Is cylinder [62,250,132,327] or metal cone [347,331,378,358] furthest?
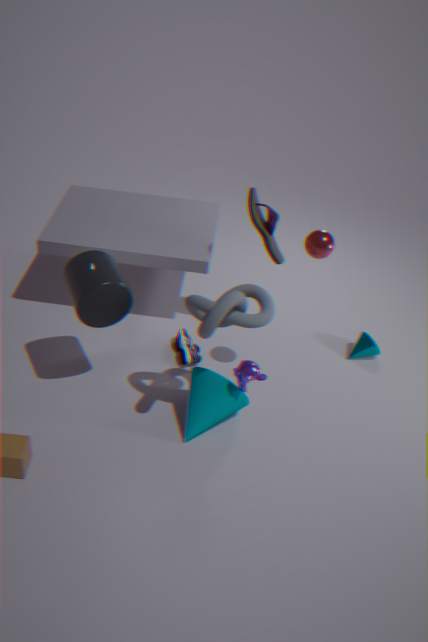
metal cone [347,331,378,358]
